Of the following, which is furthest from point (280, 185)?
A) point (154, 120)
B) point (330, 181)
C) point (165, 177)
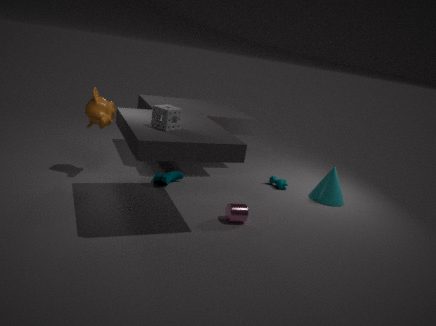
point (154, 120)
